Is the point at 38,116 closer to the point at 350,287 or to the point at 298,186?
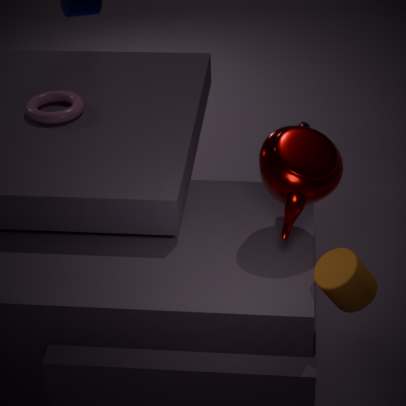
the point at 298,186
